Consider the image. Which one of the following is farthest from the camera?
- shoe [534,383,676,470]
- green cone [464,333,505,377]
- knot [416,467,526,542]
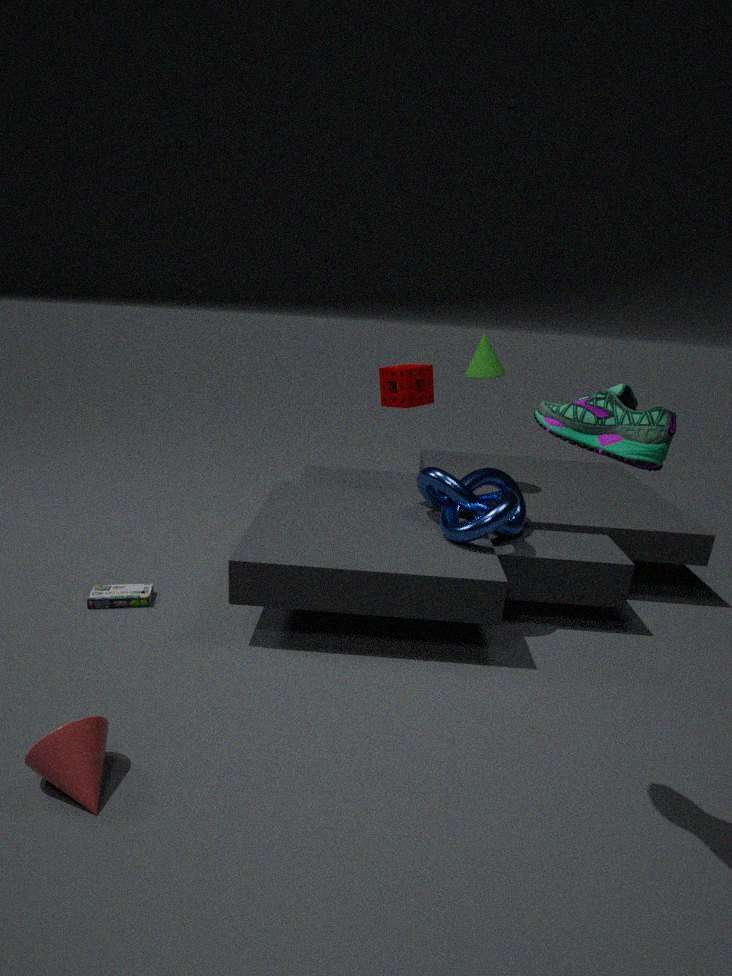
green cone [464,333,505,377]
